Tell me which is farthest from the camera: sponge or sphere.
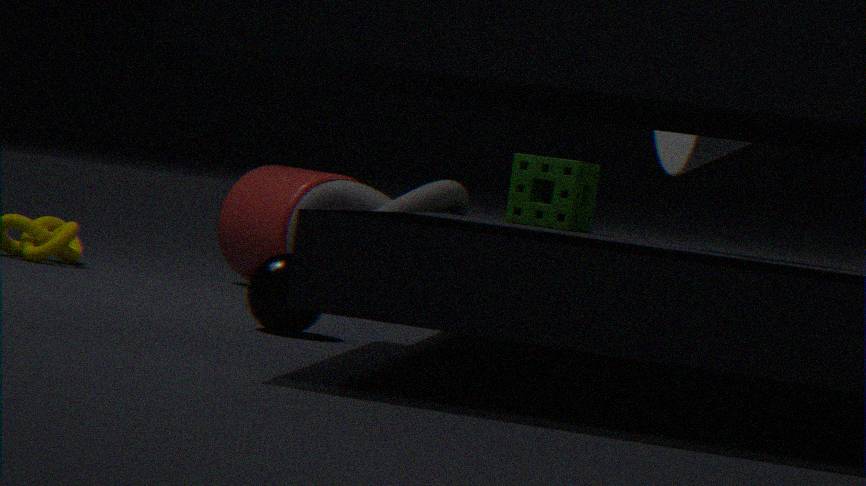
sponge
